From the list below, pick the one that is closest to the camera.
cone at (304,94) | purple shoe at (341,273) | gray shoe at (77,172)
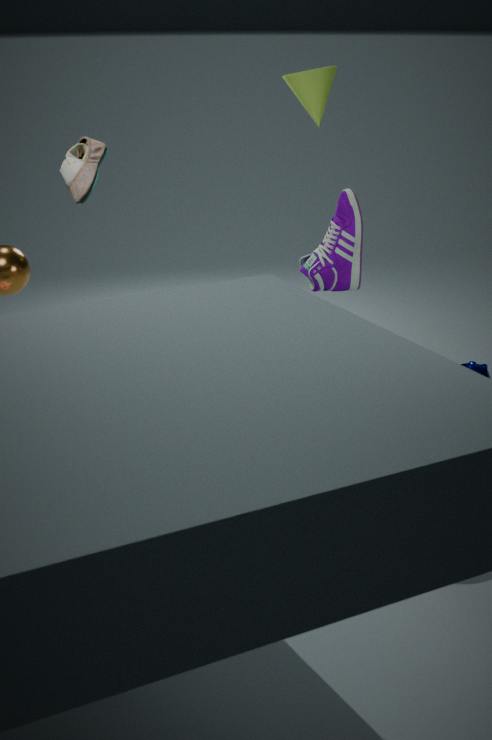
gray shoe at (77,172)
